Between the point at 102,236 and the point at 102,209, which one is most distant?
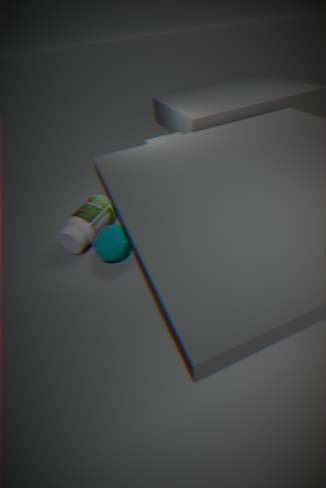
the point at 102,209
